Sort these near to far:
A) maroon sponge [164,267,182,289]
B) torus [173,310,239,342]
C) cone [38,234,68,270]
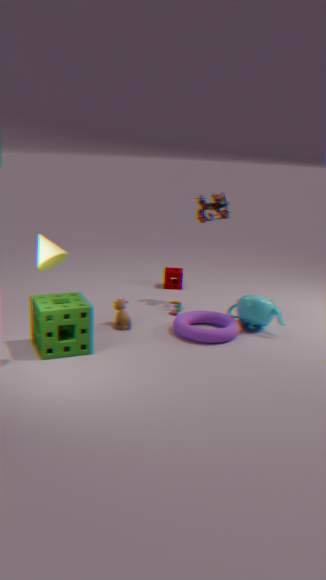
cone [38,234,68,270], torus [173,310,239,342], maroon sponge [164,267,182,289]
